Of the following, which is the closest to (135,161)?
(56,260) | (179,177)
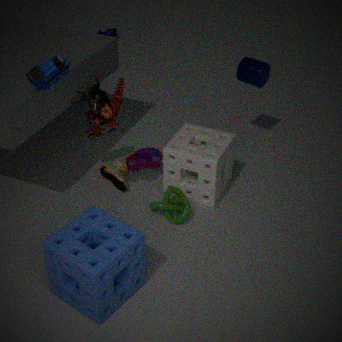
(179,177)
